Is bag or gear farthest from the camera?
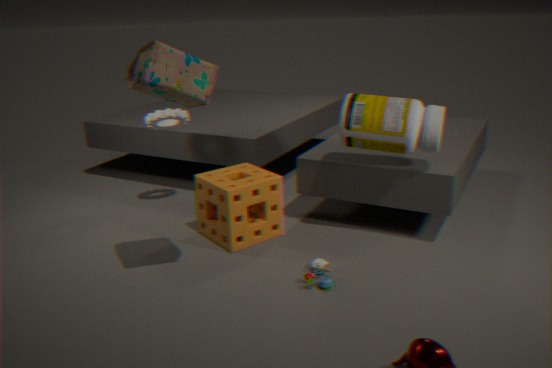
gear
